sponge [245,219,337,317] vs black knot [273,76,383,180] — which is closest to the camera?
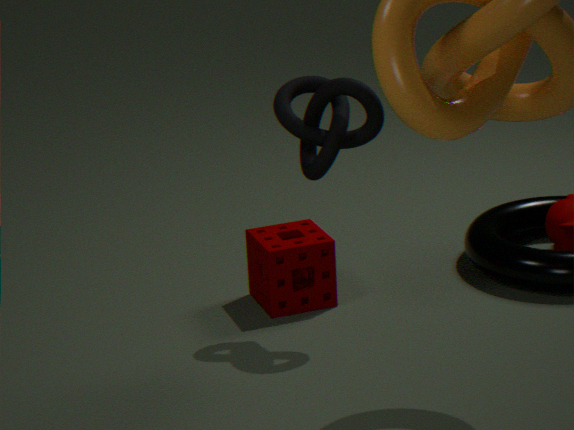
black knot [273,76,383,180]
